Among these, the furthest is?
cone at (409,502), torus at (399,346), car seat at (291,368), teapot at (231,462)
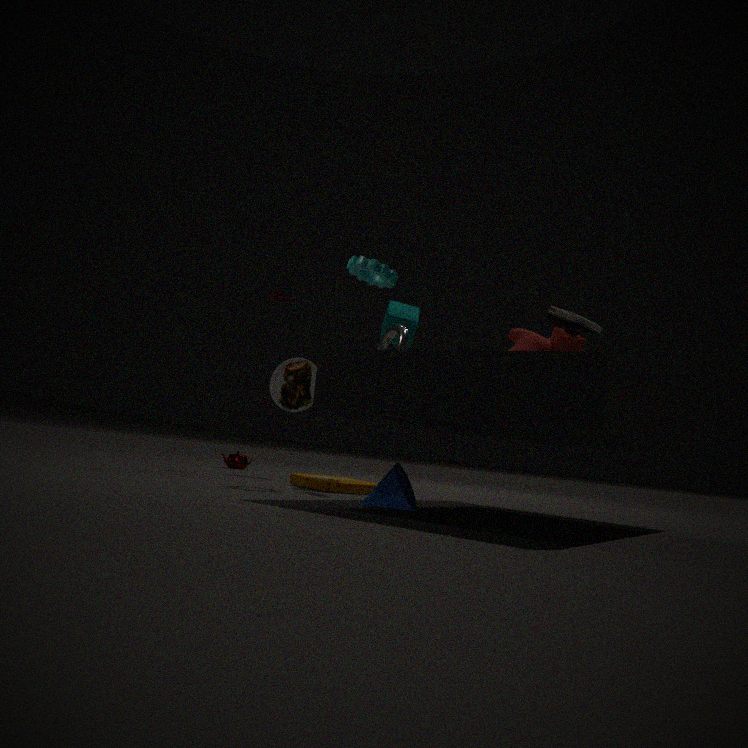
teapot at (231,462)
